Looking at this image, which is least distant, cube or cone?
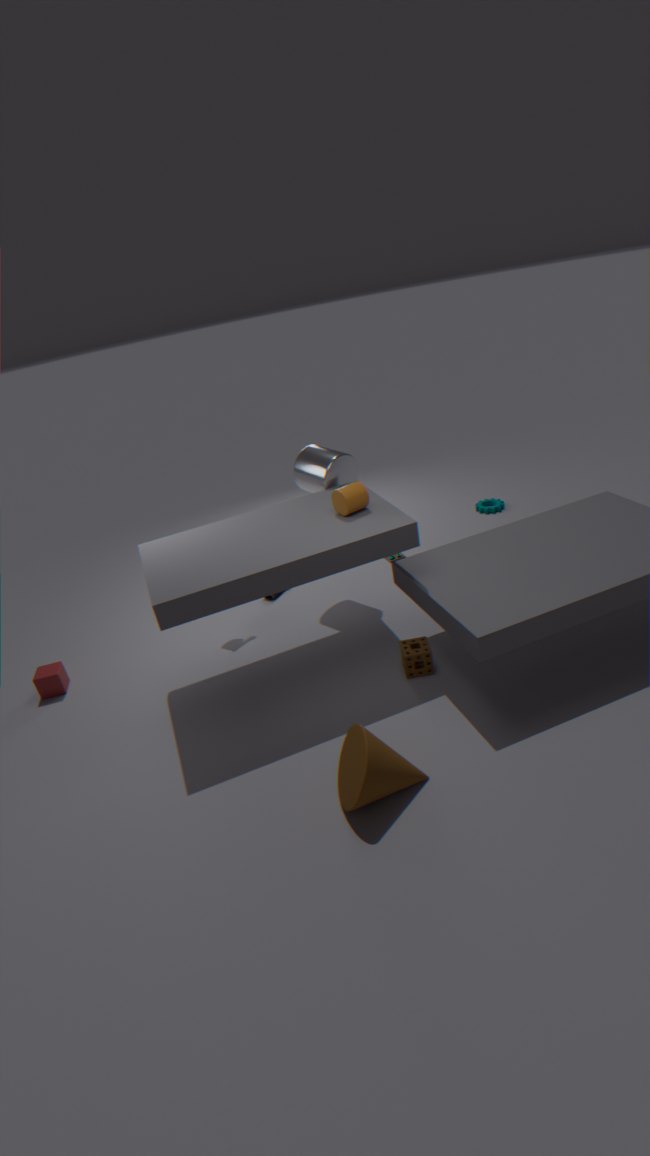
cone
